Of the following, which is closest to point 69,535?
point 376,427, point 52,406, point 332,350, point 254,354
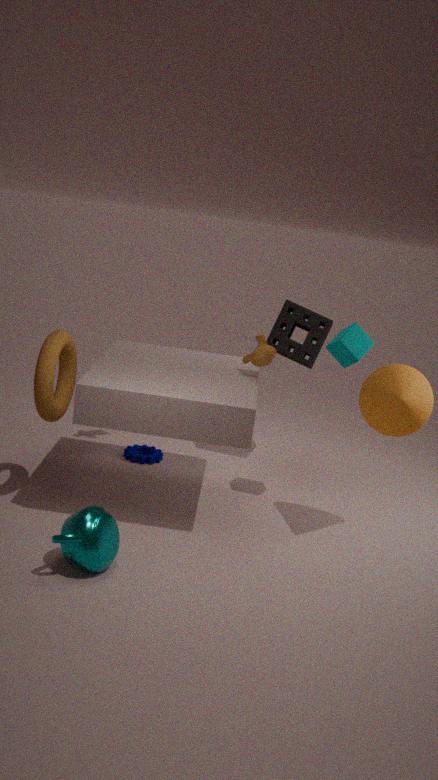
point 52,406
